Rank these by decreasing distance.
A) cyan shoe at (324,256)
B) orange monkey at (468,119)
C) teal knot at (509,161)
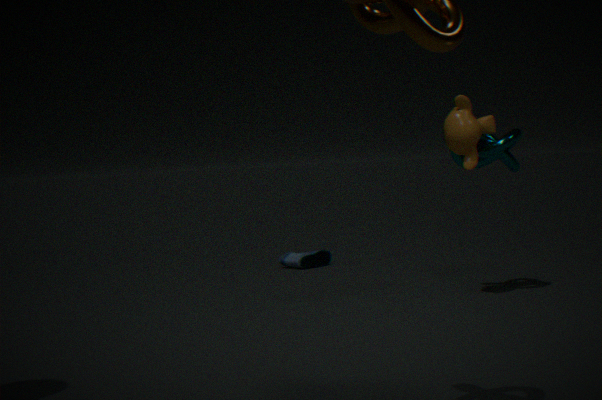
cyan shoe at (324,256)
teal knot at (509,161)
orange monkey at (468,119)
